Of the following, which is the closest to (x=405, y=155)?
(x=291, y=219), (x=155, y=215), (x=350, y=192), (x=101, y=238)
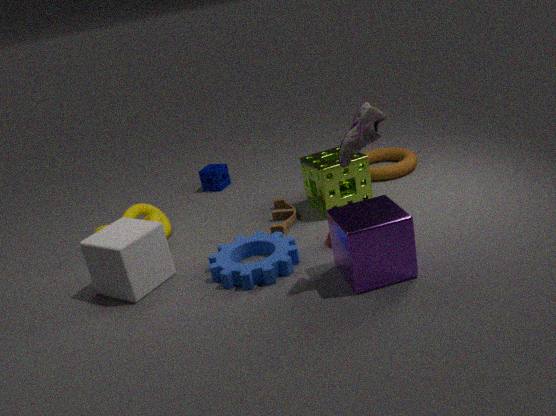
(x=350, y=192)
